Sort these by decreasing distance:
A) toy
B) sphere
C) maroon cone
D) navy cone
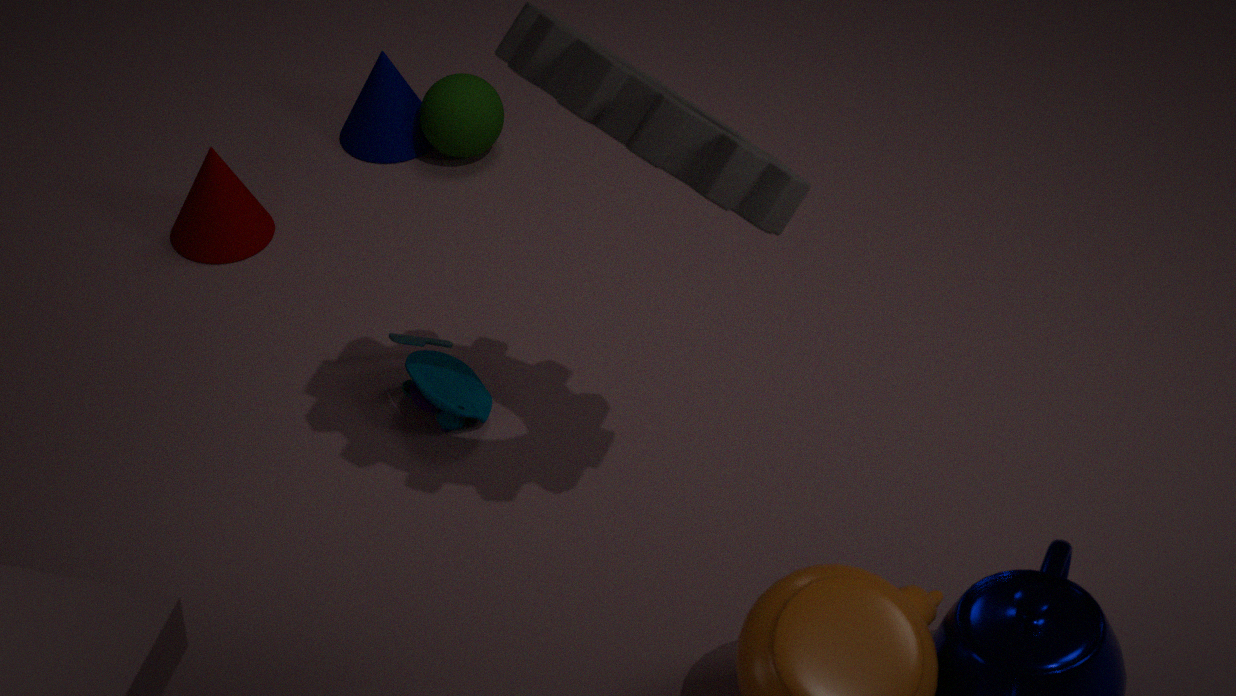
navy cone < sphere < maroon cone < toy
